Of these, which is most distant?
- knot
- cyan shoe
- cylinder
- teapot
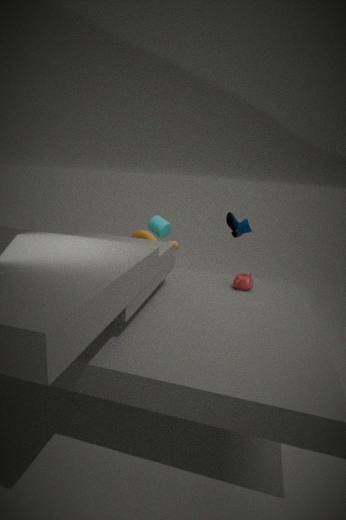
cylinder
